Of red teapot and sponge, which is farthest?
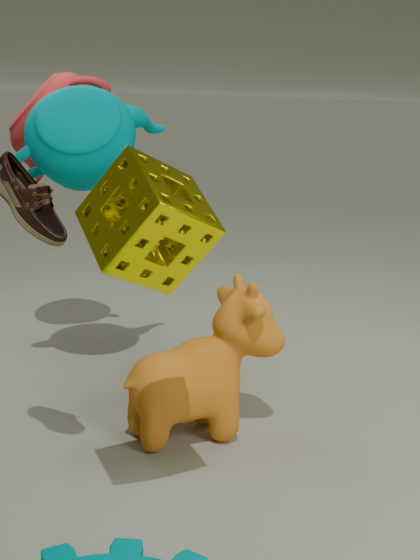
red teapot
